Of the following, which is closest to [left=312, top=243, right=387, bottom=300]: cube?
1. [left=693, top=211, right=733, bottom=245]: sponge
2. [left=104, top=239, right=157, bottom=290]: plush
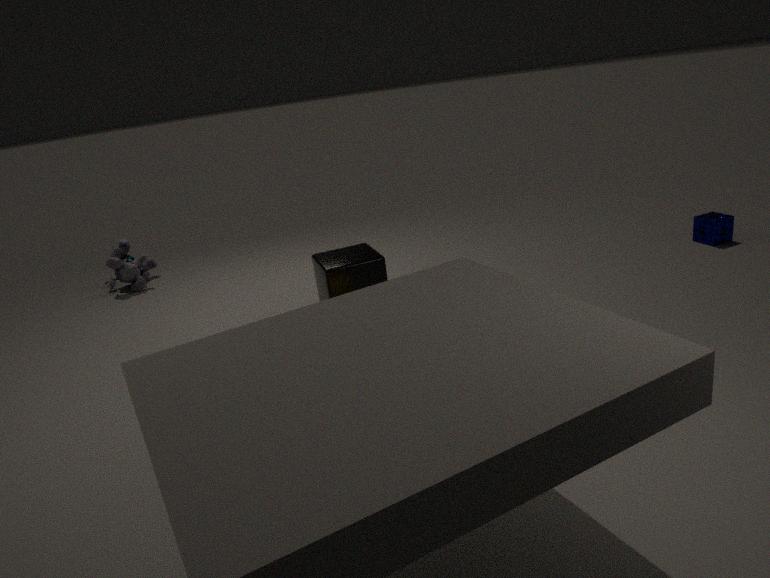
[left=104, top=239, right=157, bottom=290]: plush
